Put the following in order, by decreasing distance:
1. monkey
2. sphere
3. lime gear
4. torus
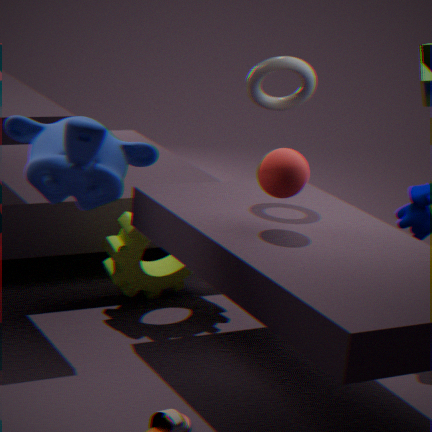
lime gear, torus, sphere, monkey
